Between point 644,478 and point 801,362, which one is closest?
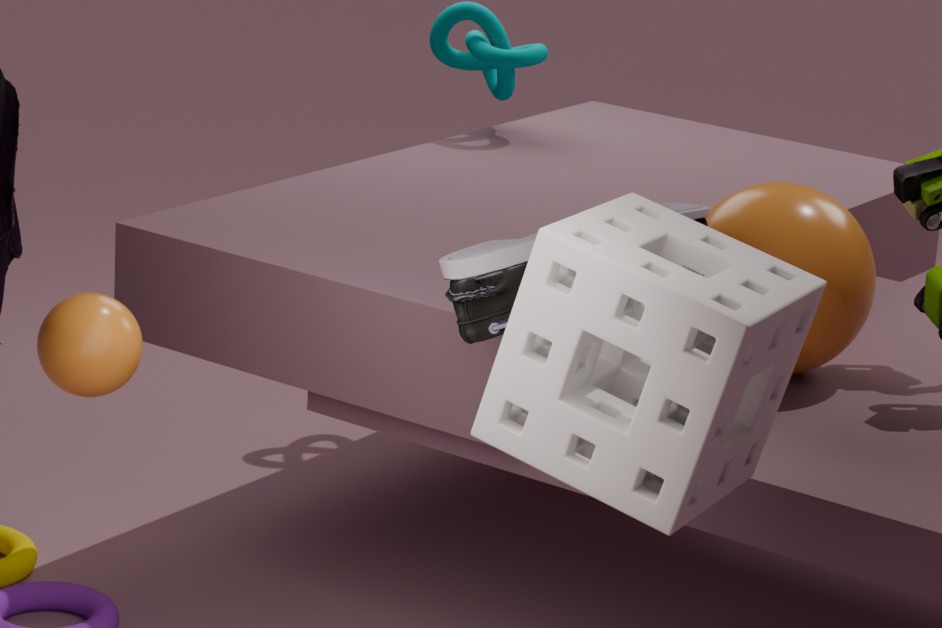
point 644,478
